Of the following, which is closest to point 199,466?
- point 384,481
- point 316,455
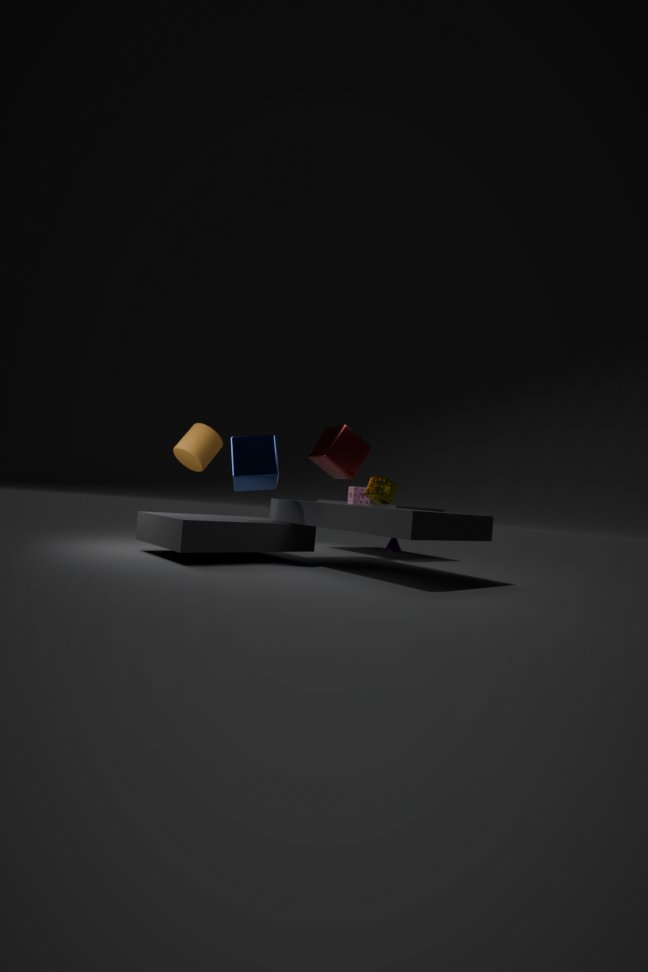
point 316,455
